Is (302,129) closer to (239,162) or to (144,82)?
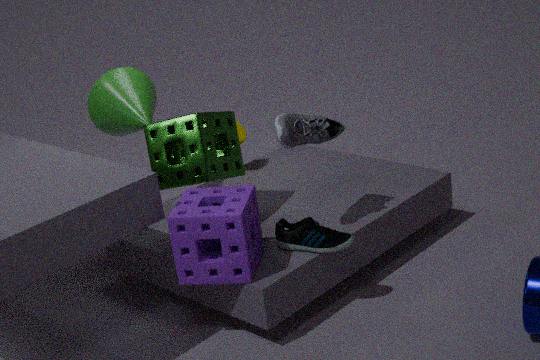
(239,162)
